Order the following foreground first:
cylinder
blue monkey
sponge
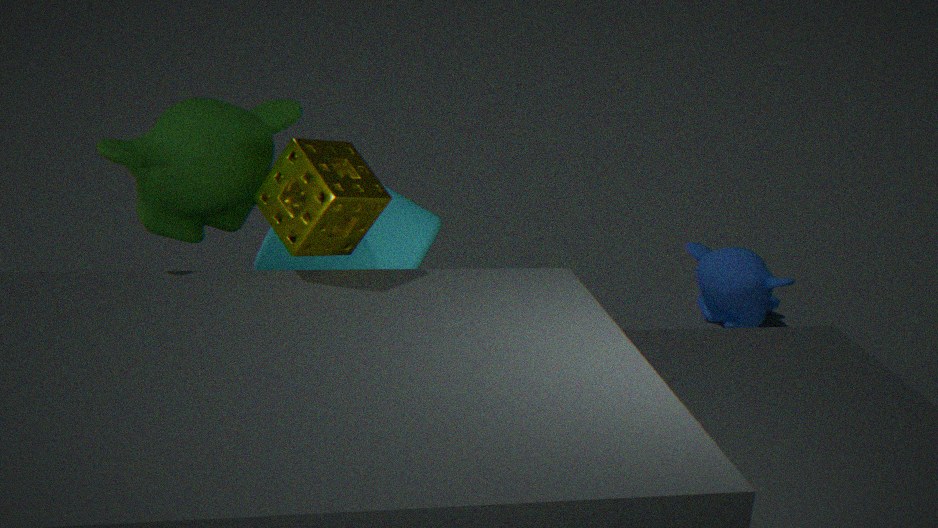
sponge
cylinder
blue monkey
